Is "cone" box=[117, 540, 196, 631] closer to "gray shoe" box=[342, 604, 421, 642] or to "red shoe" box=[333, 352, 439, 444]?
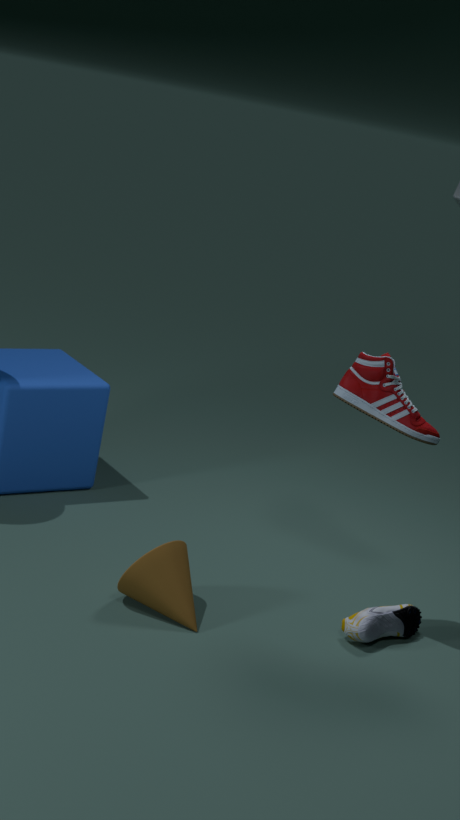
"gray shoe" box=[342, 604, 421, 642]
